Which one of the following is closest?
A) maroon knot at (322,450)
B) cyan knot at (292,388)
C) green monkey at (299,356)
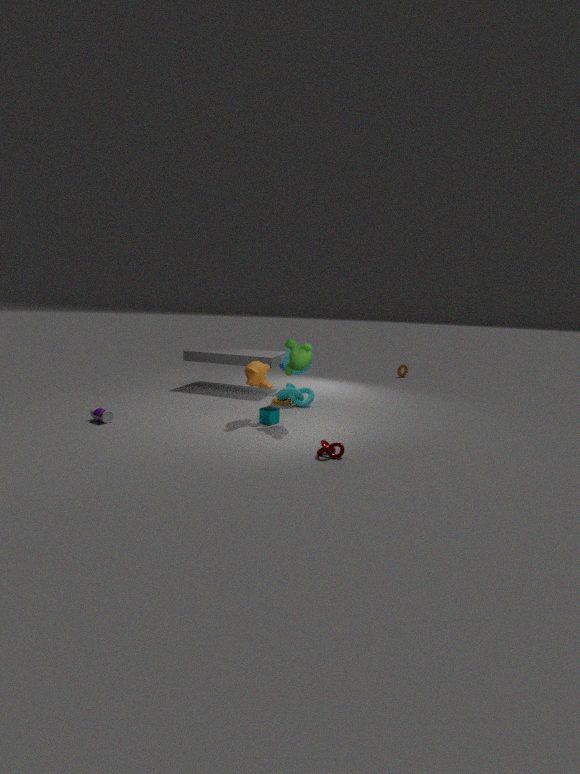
maroon knot at (322,450)
